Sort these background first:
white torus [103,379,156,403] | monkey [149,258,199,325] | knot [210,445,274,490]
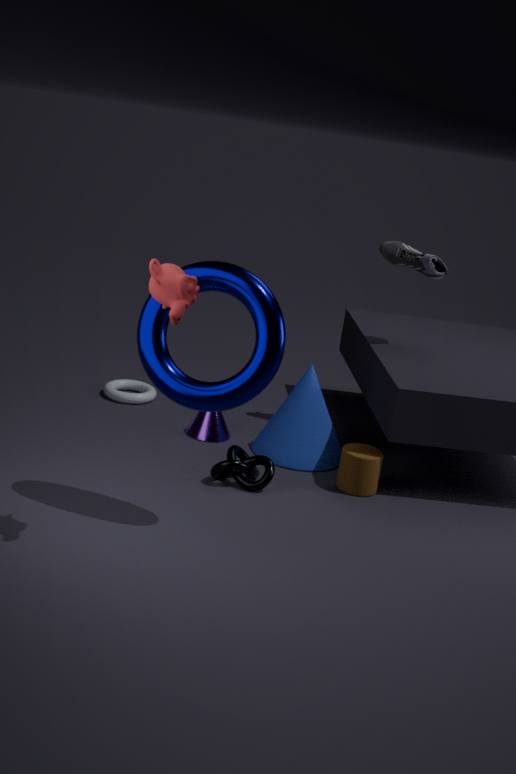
1. white torus [103,379,156,403]
2. knot [210,445,274,490]
3. monkey [149,258,199,325]
